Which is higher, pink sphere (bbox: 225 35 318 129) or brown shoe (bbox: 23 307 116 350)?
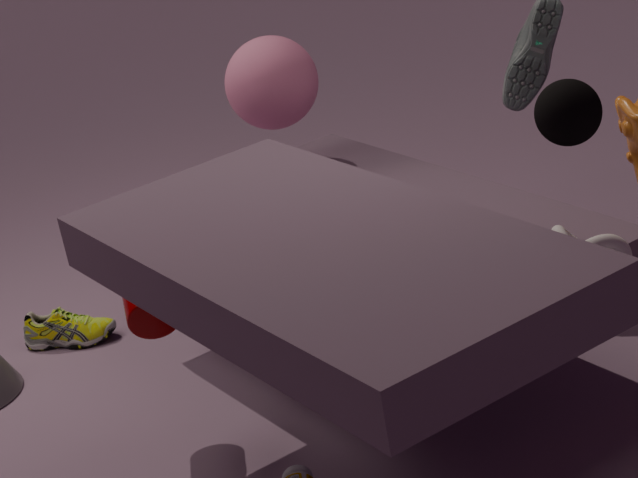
pink sphere (bbox: 225 35 318 129)
